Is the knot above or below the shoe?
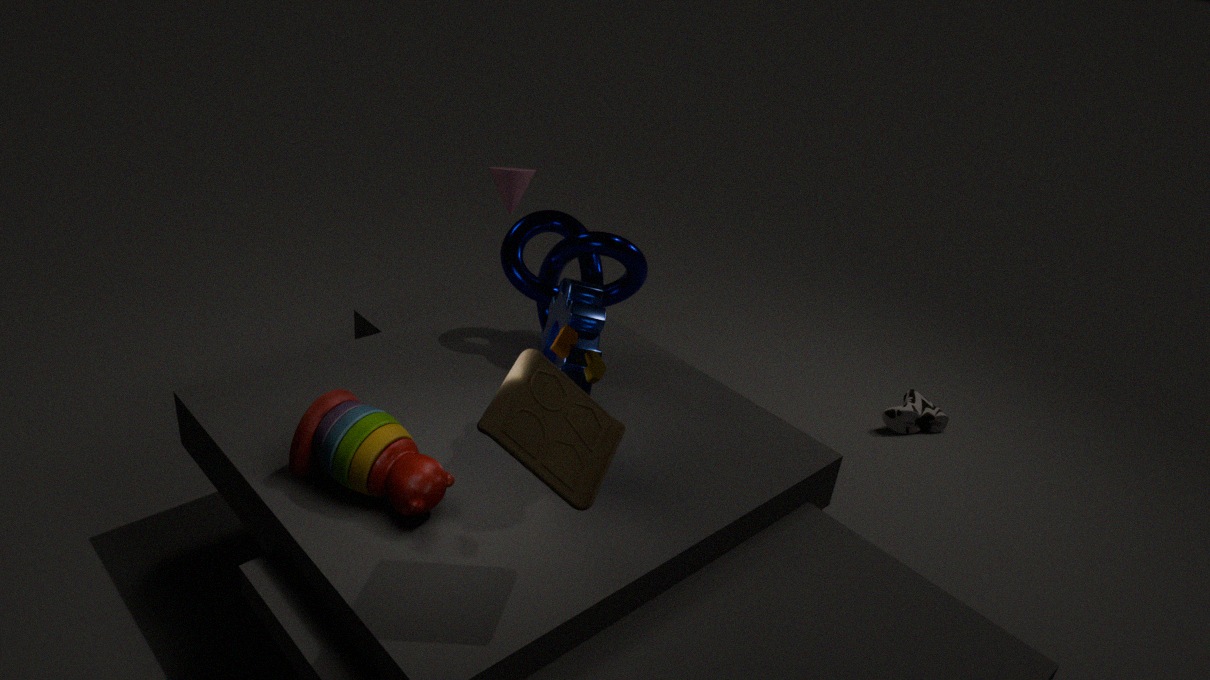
above
